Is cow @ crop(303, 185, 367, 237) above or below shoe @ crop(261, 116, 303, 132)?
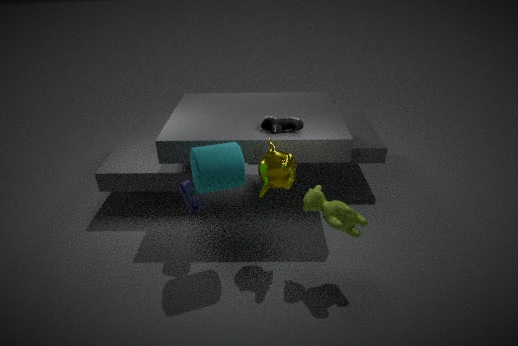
below
